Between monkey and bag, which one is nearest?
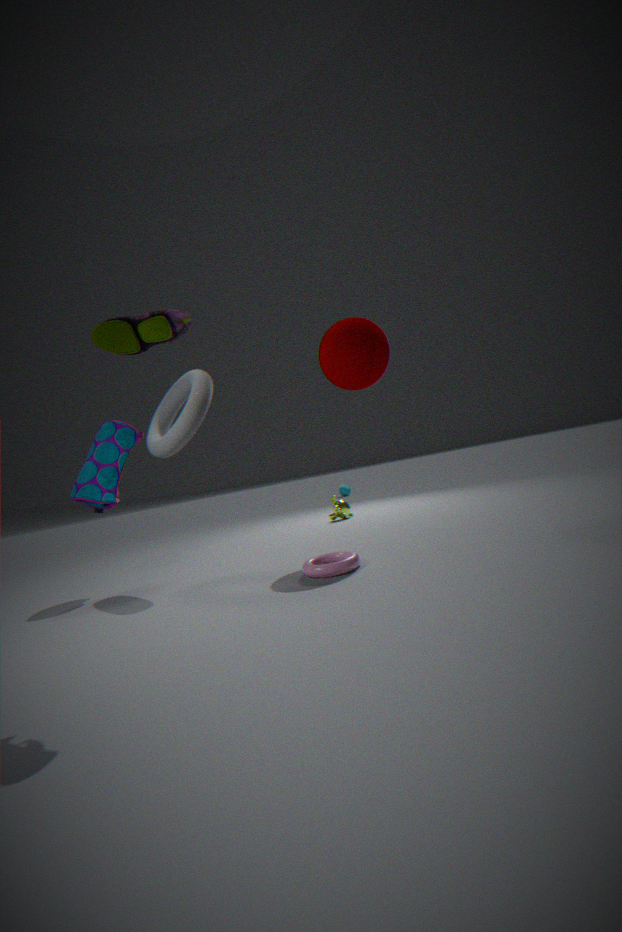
bag
